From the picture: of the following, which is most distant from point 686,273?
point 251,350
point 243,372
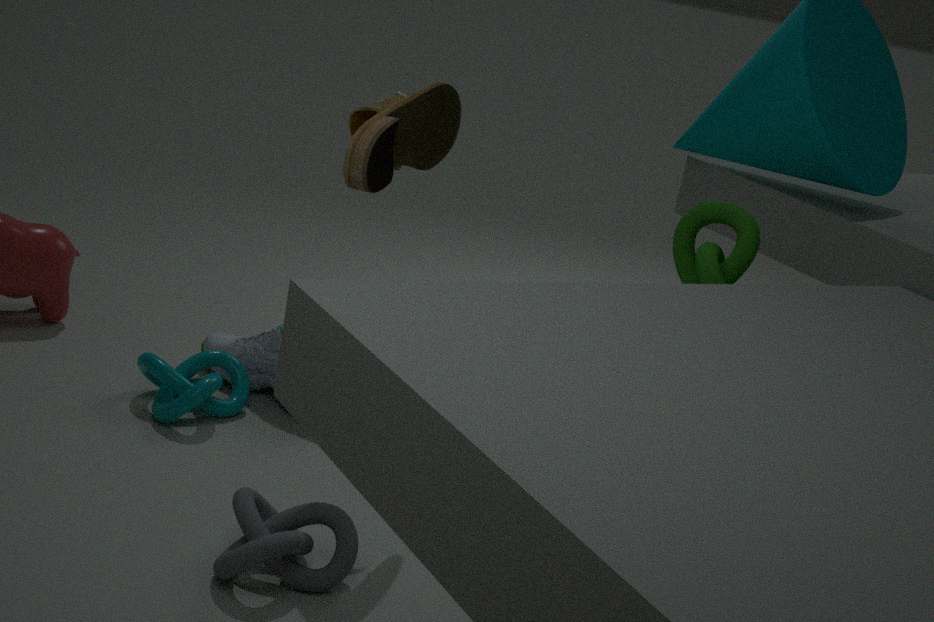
point 243,372
